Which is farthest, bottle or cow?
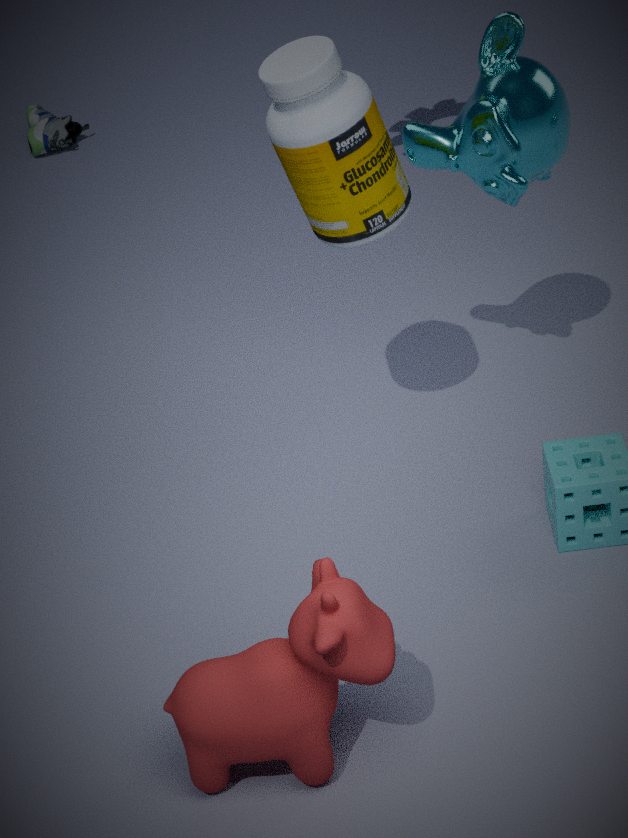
bottle
